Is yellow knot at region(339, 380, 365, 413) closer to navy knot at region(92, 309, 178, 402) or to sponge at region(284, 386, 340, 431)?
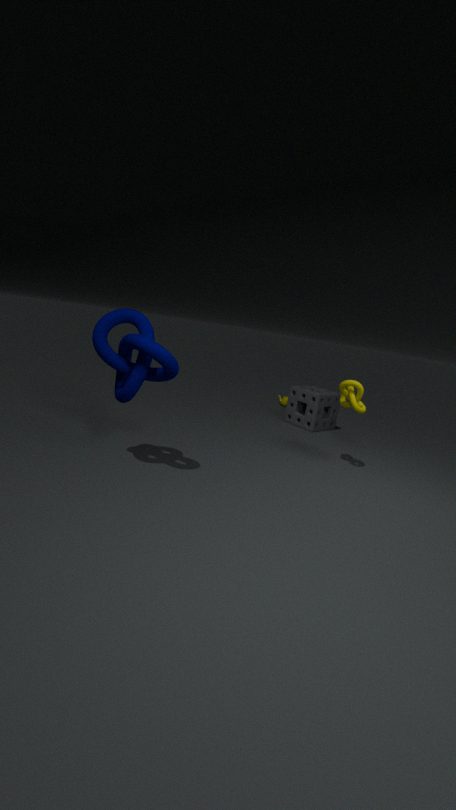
sponge at region(284, 386, 340, 431)
